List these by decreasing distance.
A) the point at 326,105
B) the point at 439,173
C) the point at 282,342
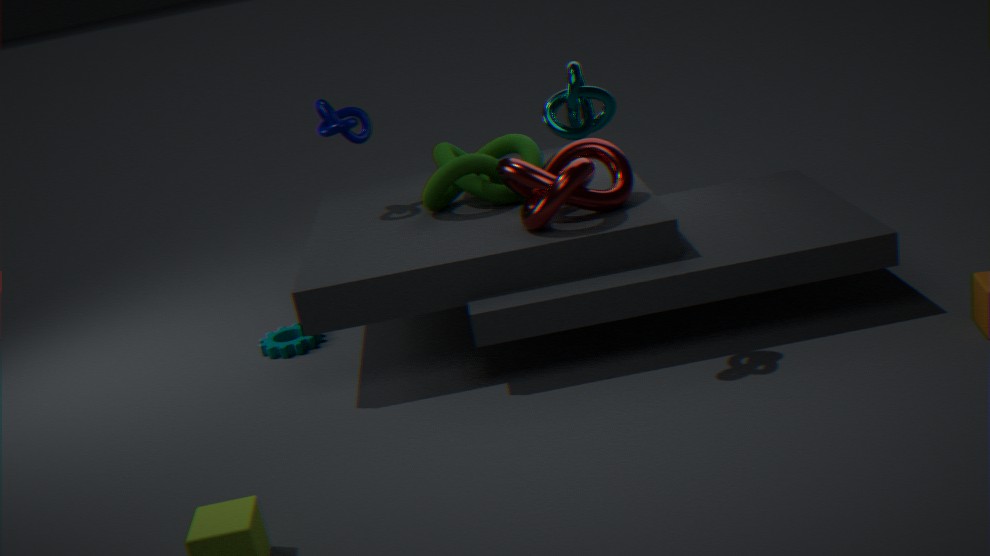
the point at 282,342, the point at 326,105, the point at 439,173
